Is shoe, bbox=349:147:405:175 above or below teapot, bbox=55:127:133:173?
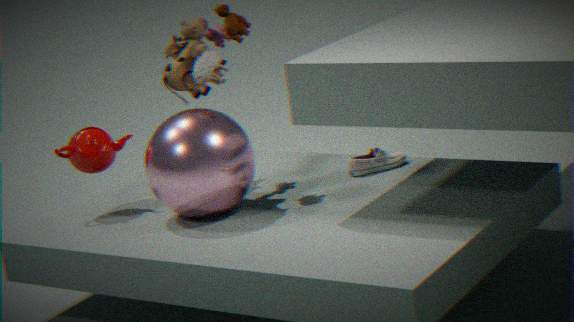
below
